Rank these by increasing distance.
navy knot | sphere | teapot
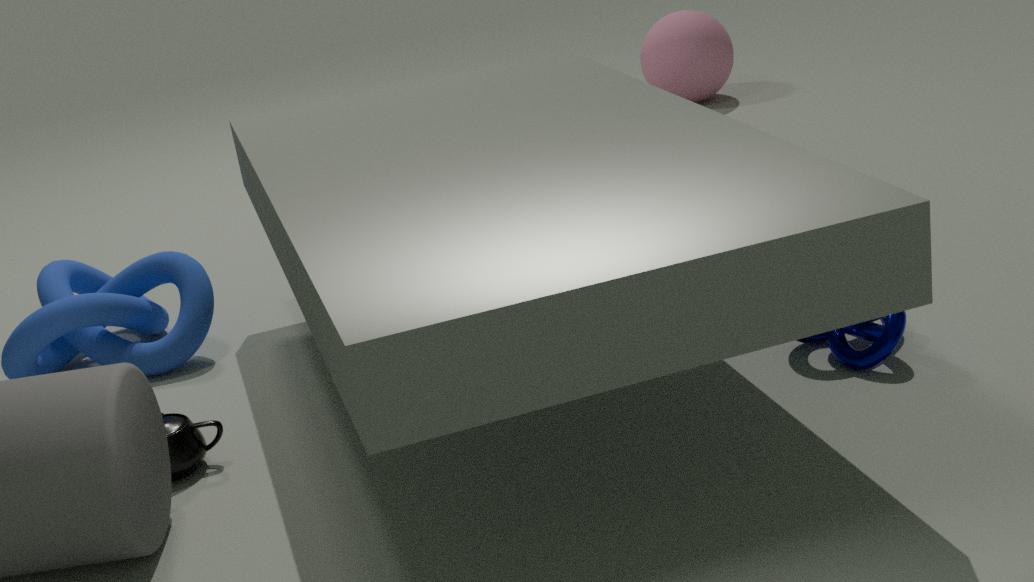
teapot → navy knot → sphere
